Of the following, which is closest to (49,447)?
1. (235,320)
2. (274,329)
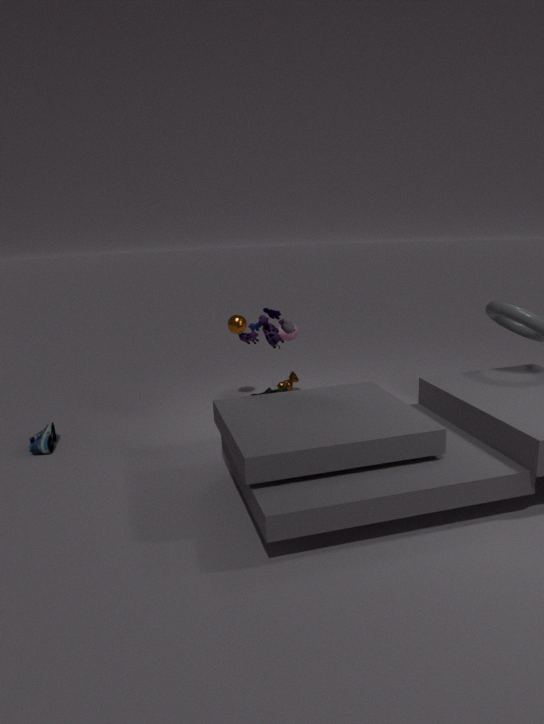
(235,320)
